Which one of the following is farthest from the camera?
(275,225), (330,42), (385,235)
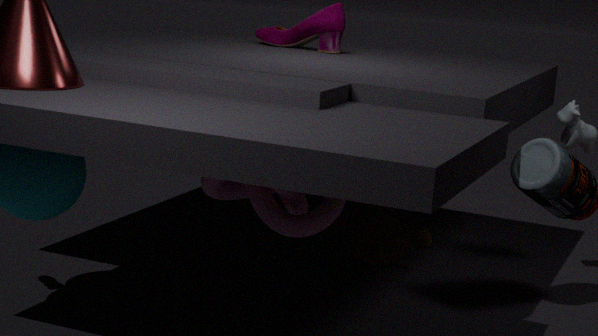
(330,42)
